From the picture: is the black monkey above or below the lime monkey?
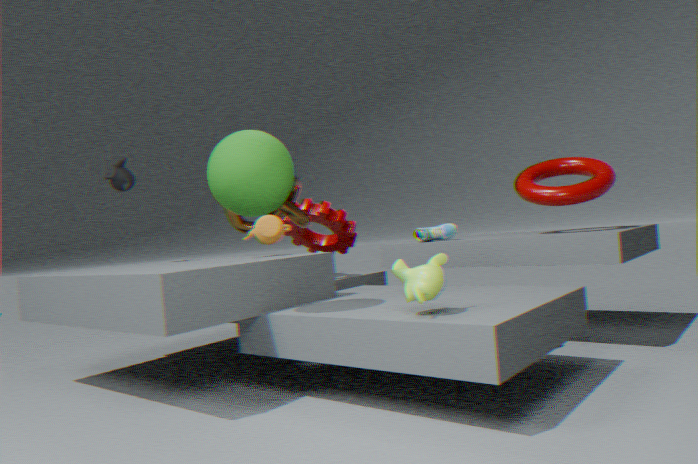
above
